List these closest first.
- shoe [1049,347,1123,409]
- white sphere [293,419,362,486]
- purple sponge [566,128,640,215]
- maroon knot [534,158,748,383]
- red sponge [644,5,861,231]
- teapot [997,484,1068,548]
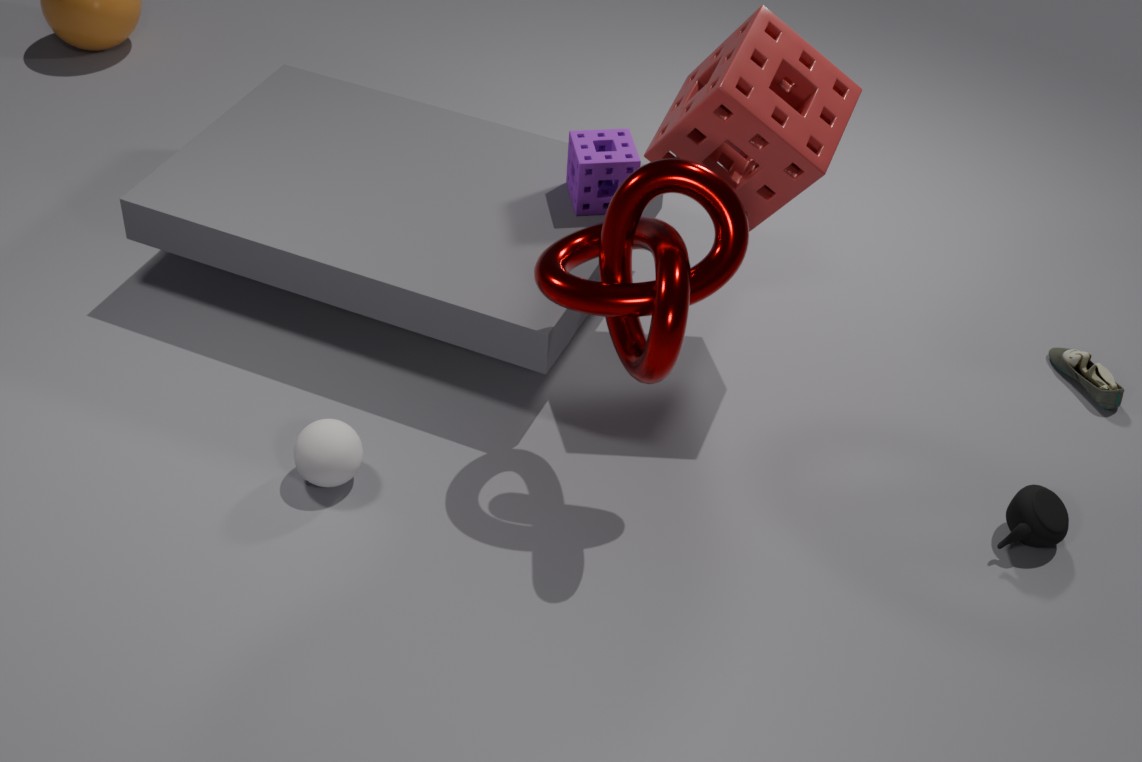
maroon knot [534,158,748,383], red sponge [644,5,861,231], teapot [997,484,1068,548], white sphere [293,419,362,486], purple sponge [566,128,640,215], shoe [1049,347,1123,409]
